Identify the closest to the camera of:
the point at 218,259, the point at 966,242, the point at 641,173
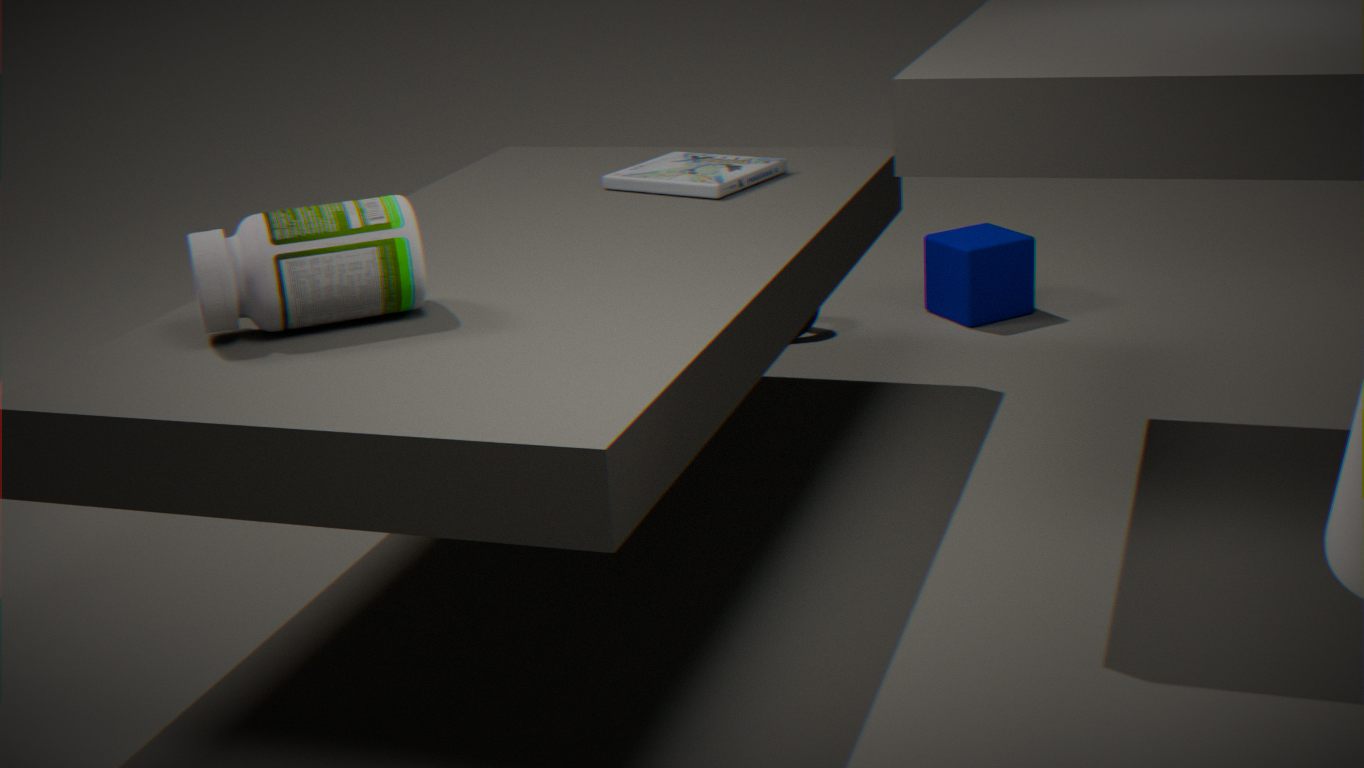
the point at 218,259
